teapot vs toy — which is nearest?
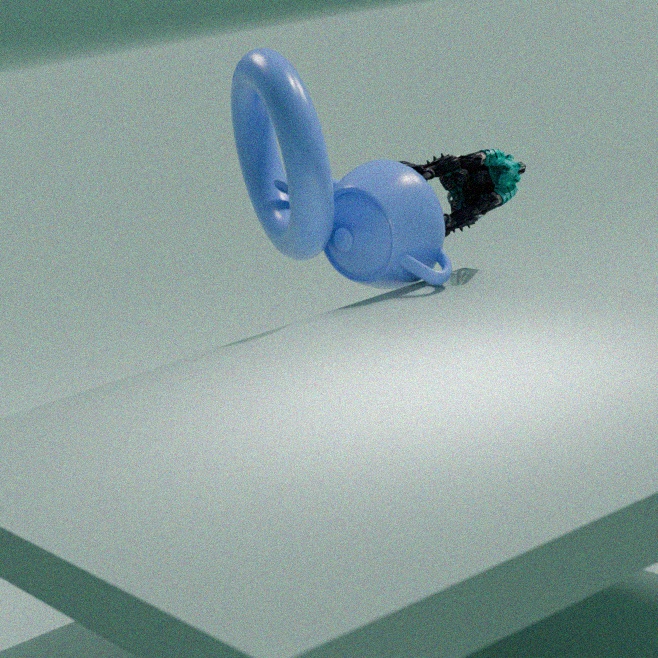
teapot
